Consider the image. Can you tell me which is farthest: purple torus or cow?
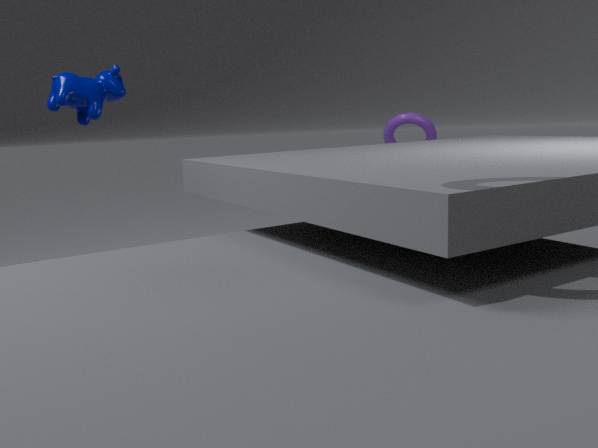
purple torus
